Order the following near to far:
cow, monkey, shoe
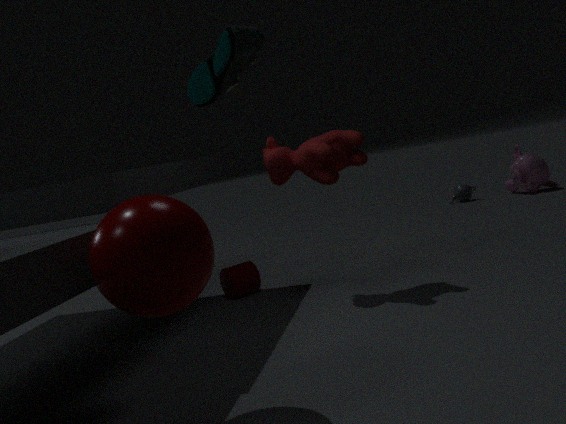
shoe < cow < monkey
